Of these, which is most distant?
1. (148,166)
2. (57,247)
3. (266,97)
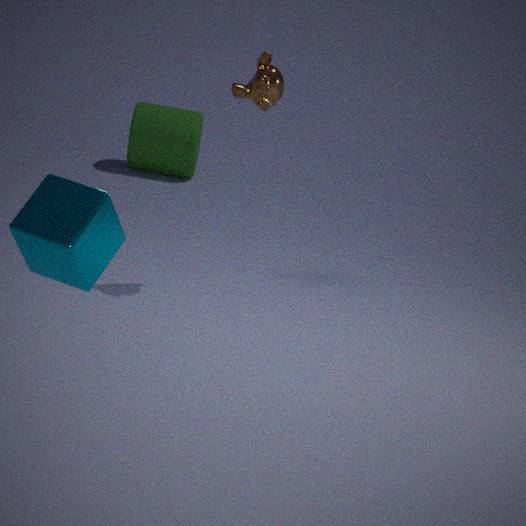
(148,166)
